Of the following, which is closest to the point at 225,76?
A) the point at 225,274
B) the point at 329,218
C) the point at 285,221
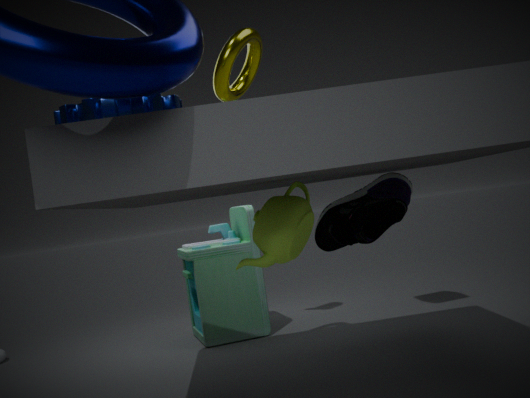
the point at 329,218
